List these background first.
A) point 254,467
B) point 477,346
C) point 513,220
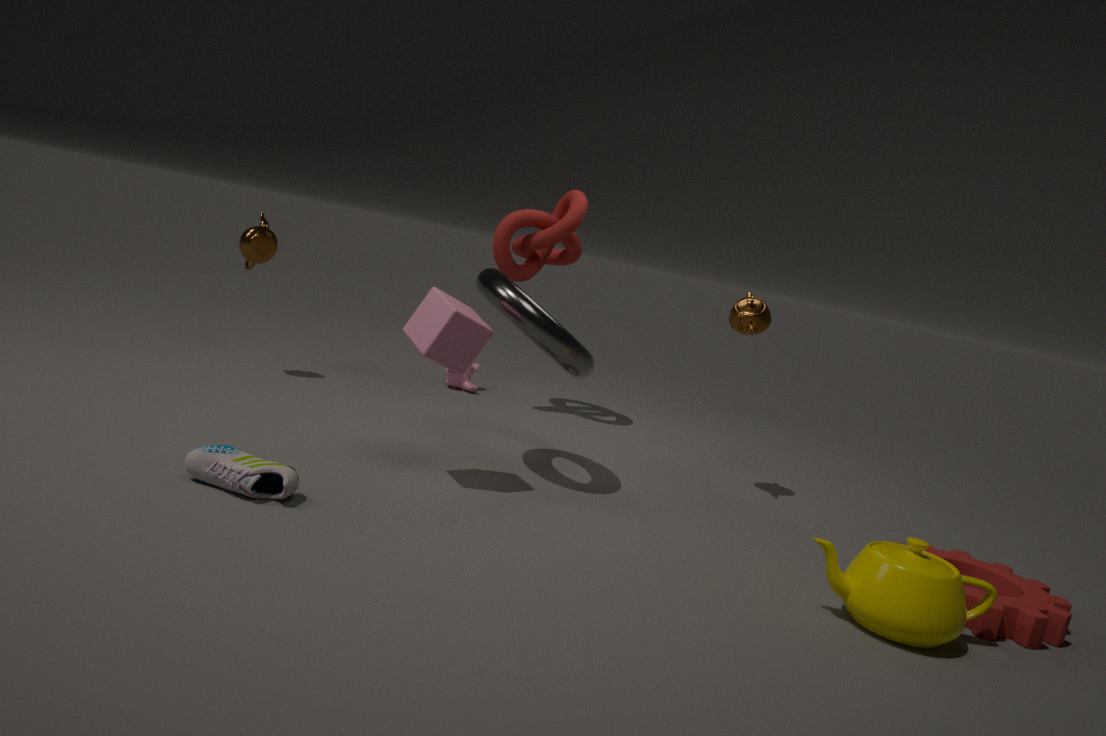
1. point 513,220
2. point 477,346
3. point 254,467
